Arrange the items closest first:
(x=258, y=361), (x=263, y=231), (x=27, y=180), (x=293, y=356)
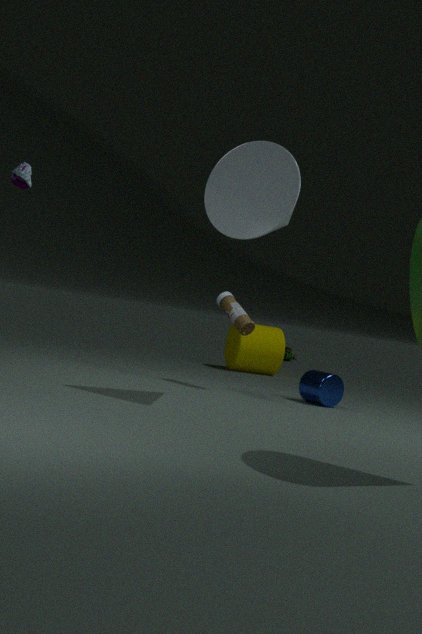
(x=263, y=231)
(x=27, y=180)
(x=258, y=361)
(x=293, y=356)
